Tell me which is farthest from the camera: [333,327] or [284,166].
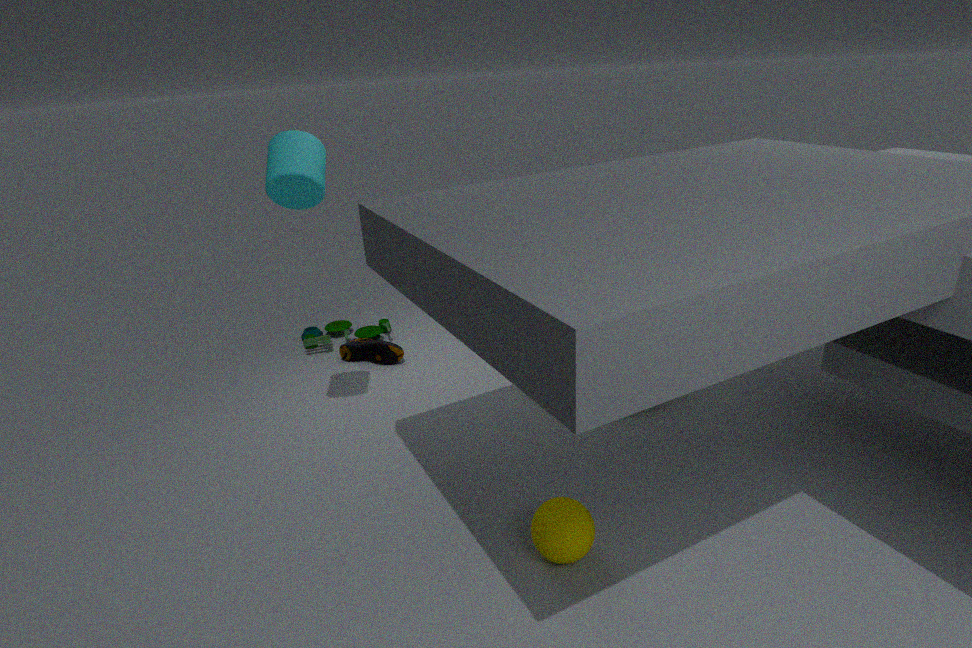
[333,327]
